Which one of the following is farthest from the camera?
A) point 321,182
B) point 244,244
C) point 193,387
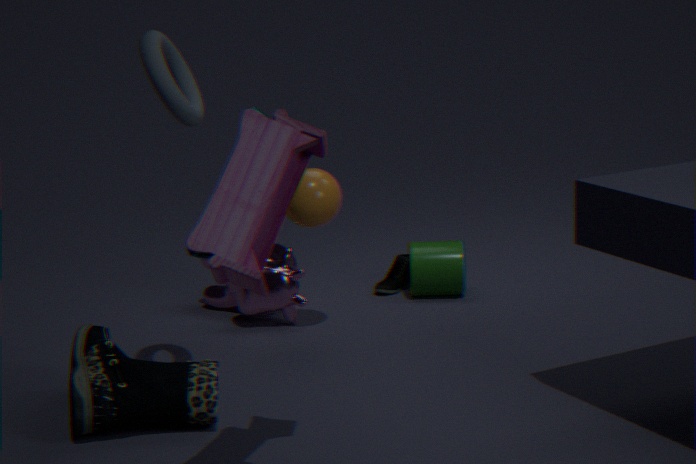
point 321,182
